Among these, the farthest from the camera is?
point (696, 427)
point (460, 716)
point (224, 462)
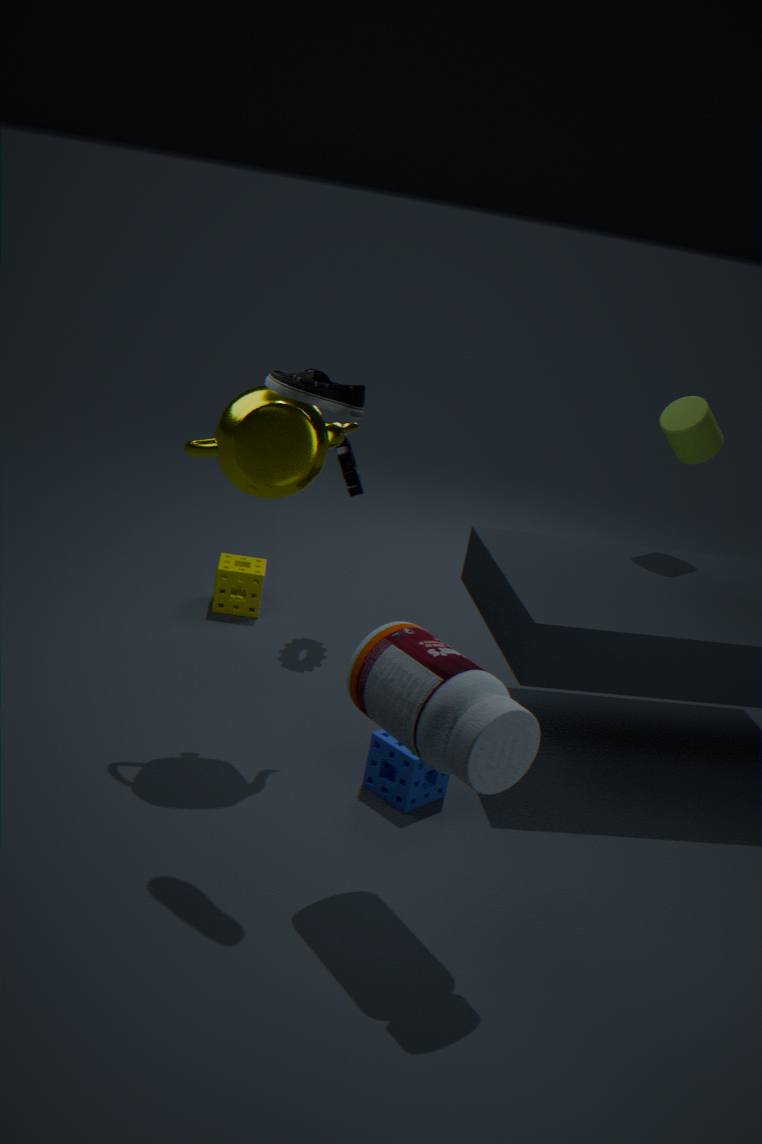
point (696, 427)
